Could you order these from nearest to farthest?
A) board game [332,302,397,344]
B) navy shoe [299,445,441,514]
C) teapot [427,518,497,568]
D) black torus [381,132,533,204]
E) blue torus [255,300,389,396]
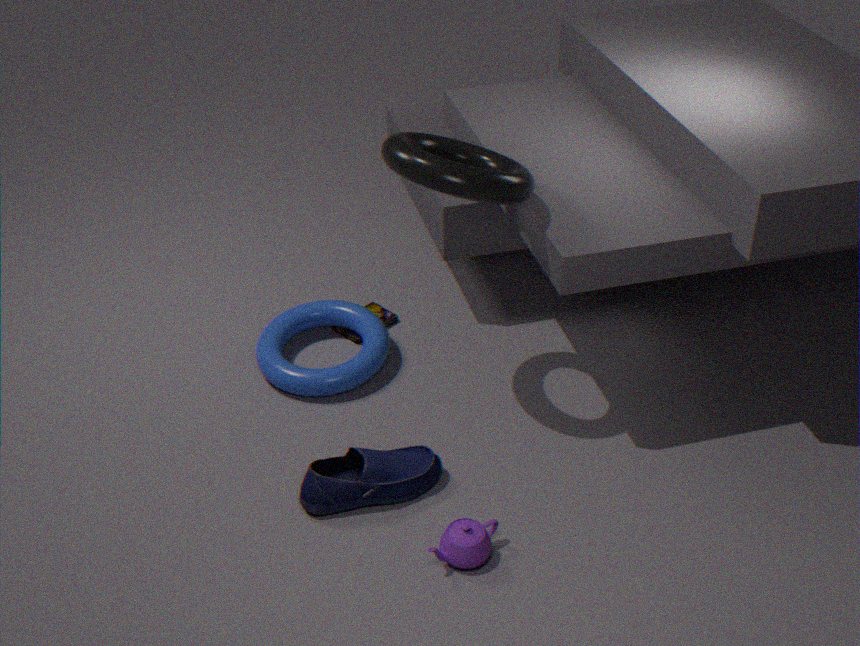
teapot [427,518,497,568] < black torus [381,132,533,204] < navy shoe [299,445,441,514] < blue torus [255,300,389,396] < board game [332,302,397,344]
